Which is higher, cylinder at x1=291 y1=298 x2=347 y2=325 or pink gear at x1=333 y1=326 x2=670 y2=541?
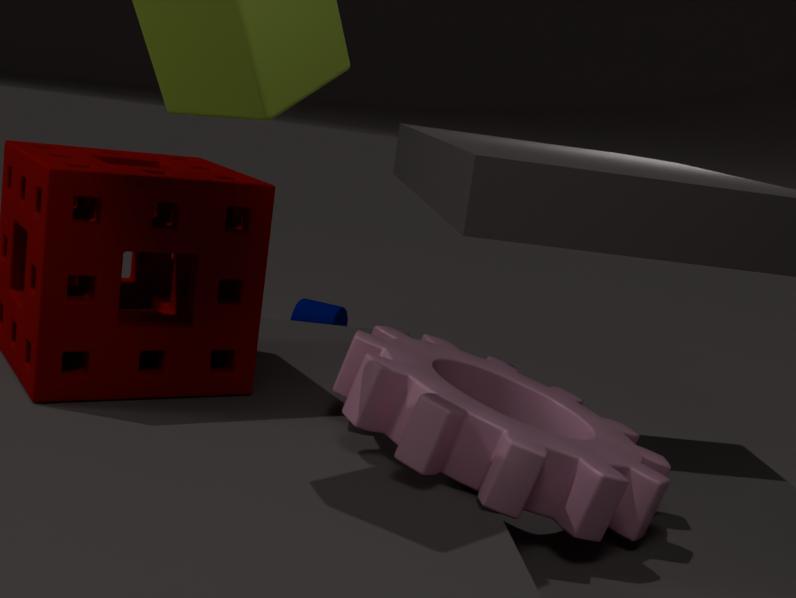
pink gear at x1=333 y1=326 x2=670 y2=541
